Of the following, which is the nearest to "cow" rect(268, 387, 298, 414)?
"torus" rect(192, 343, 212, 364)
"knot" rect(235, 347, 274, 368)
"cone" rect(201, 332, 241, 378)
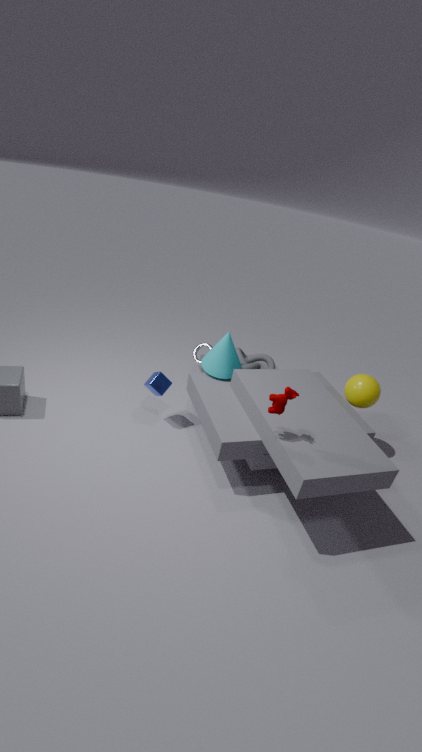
"cone" rect(201, 332, 241, 378)
